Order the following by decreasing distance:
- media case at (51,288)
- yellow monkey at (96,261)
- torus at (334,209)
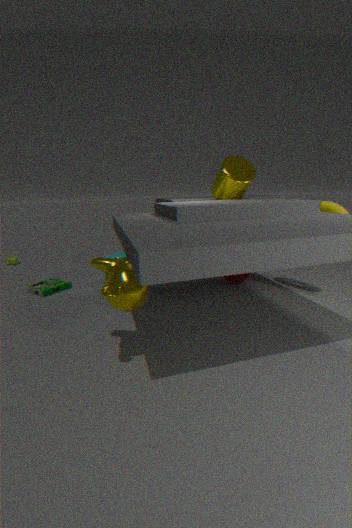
1. media case at (51,288)
2. torus at (334,209)
3. yellow monkey at (96,261)
